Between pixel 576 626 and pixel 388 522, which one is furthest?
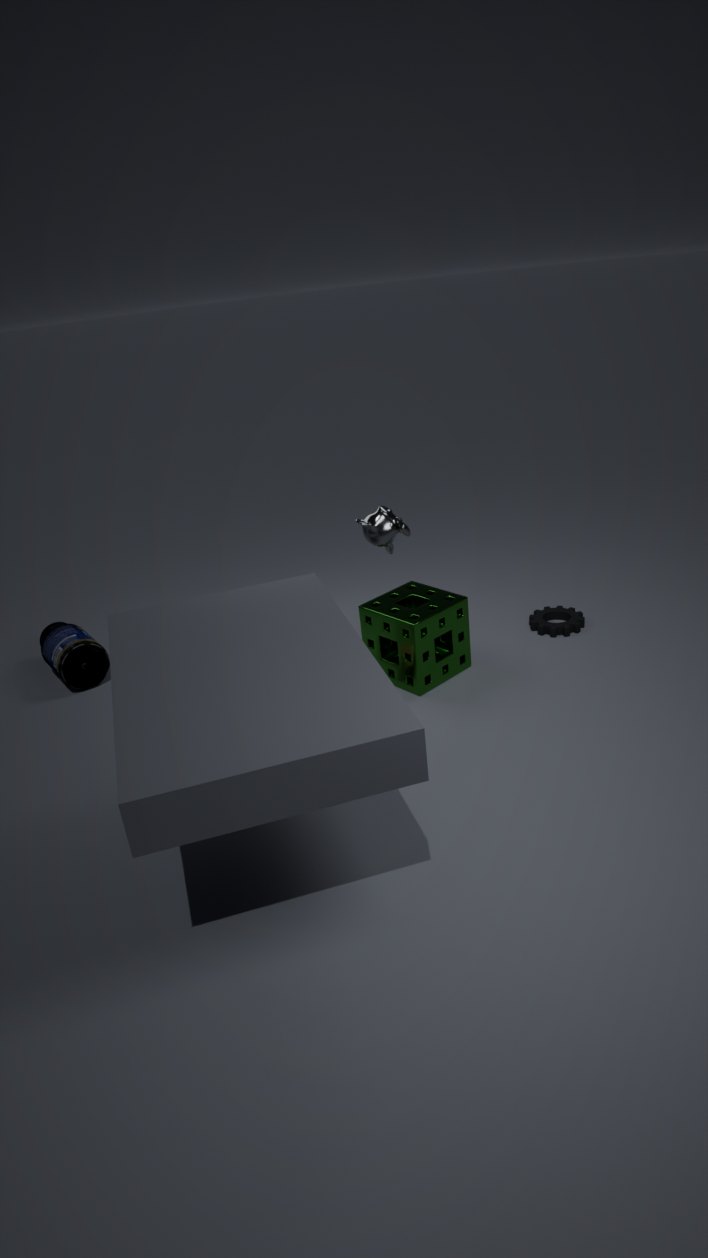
pixel 576 626
